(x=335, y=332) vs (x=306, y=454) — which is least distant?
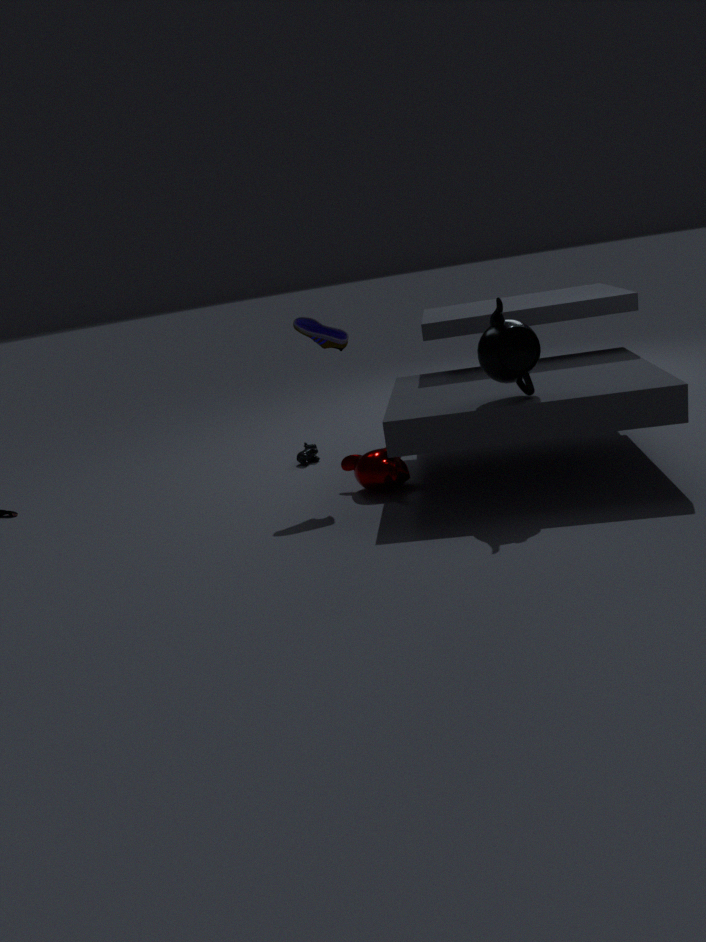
(x=335, y=332)
